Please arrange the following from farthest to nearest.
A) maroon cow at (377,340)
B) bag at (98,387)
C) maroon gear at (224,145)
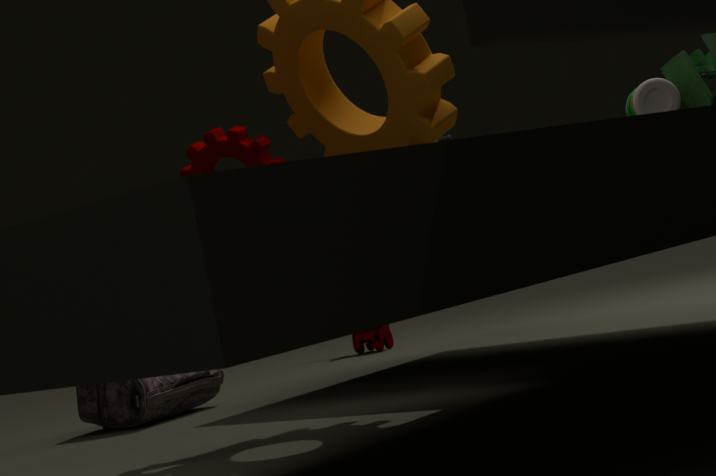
A. maroon cow at (377,340)
B. bag at (98,387)
C. maroon gear at (224,145)
